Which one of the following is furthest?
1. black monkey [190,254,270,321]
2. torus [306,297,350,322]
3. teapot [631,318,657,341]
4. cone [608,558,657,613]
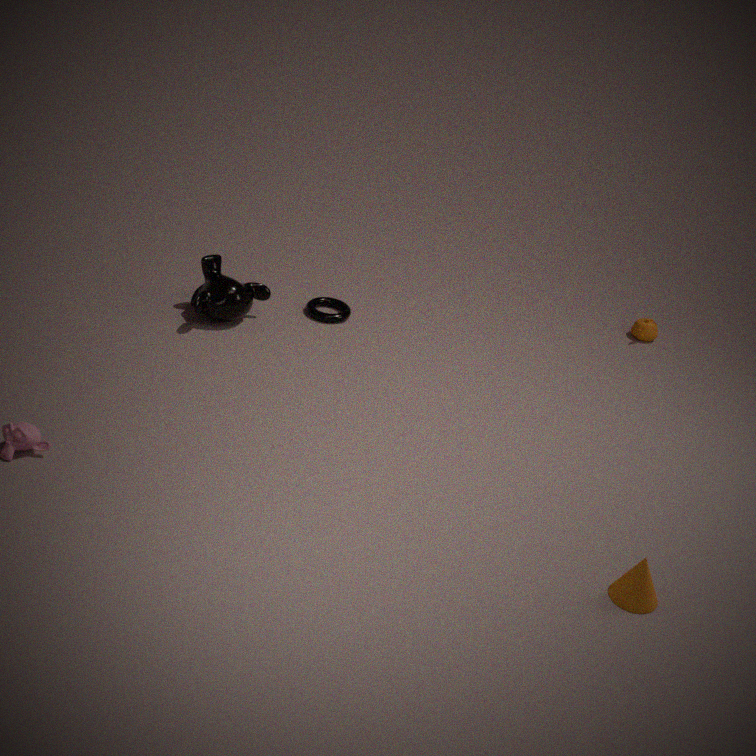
teapot [631,318,657,341]
